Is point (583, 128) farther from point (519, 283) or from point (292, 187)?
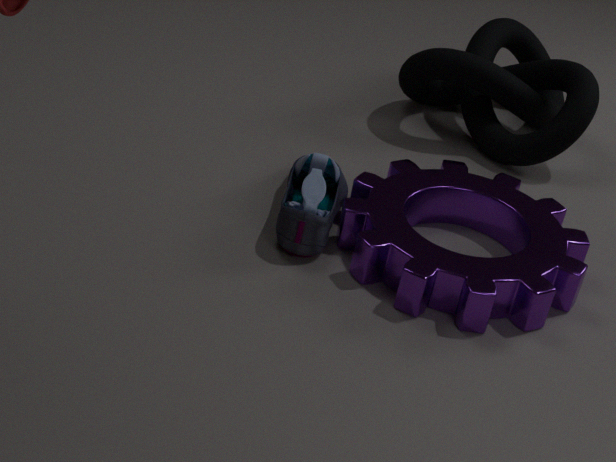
point (292, 187)
